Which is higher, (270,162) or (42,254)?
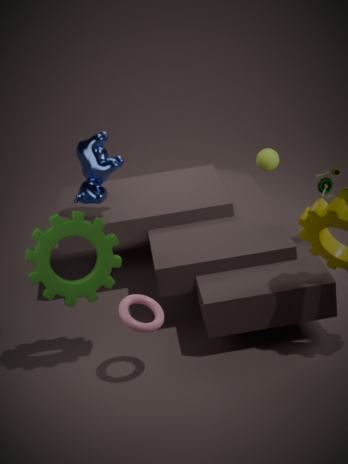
(42,254)
